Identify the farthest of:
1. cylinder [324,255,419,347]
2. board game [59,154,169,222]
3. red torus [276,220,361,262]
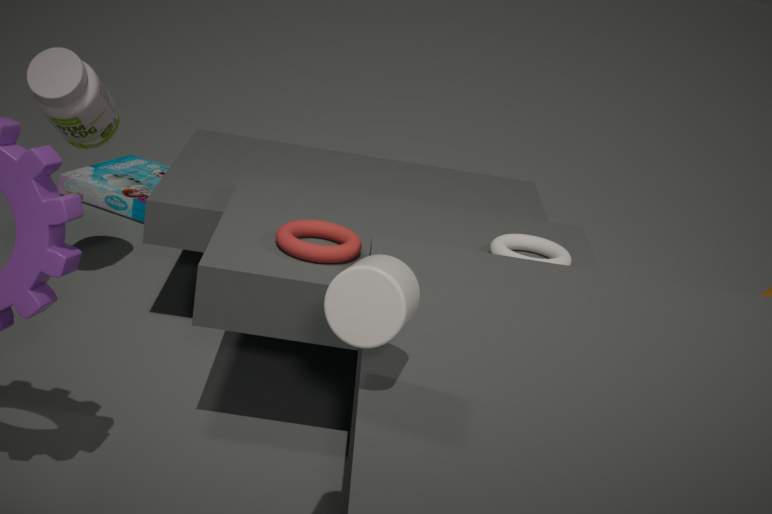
board game [59,154,169,222]
